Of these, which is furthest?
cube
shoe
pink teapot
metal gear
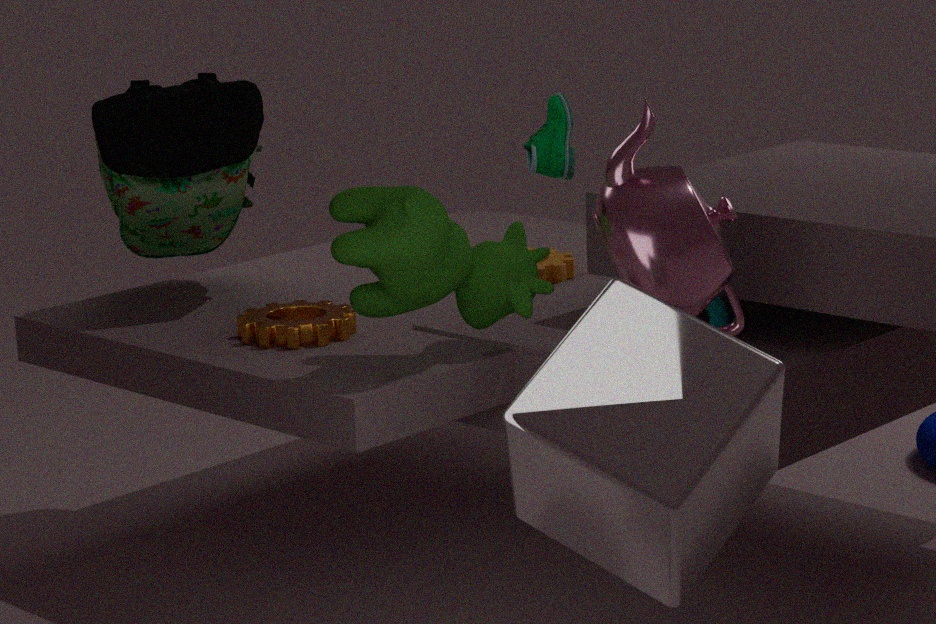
shoe
